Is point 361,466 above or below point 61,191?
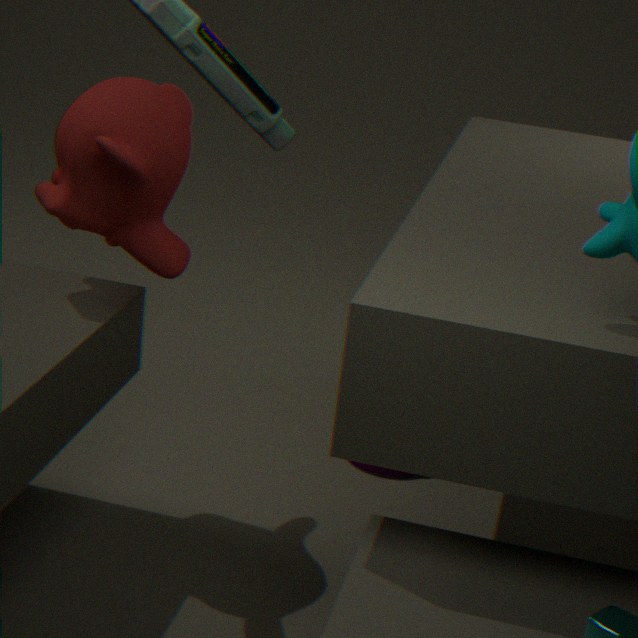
below
